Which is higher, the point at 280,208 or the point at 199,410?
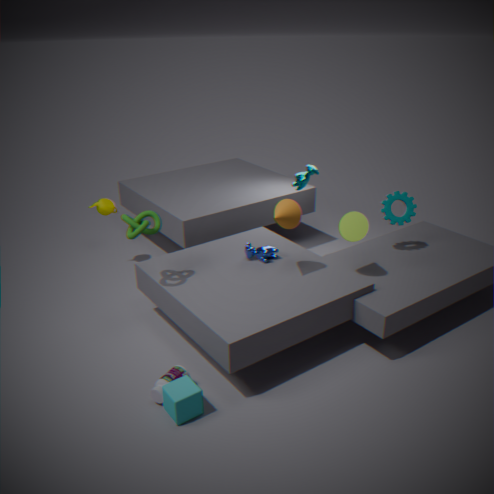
the point at 280,208
